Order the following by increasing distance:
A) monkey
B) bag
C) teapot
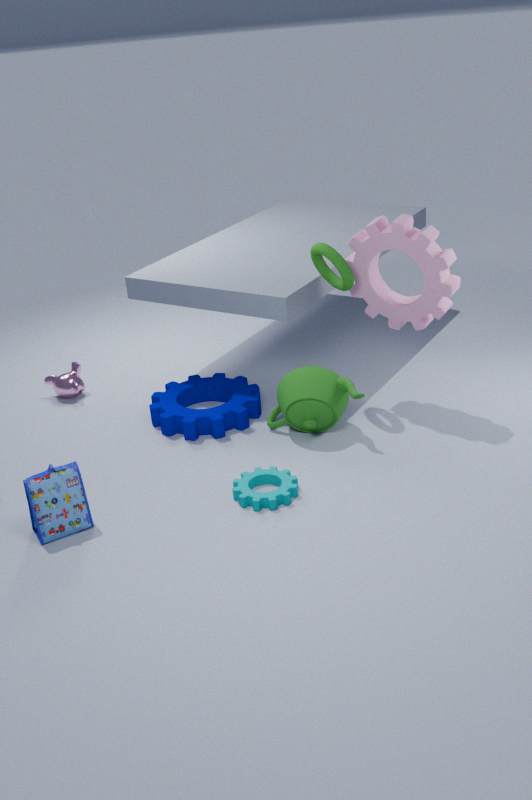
bag
teapot
monkey
